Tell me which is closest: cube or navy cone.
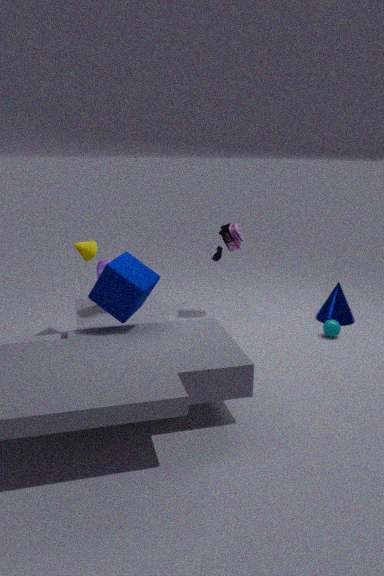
cube
